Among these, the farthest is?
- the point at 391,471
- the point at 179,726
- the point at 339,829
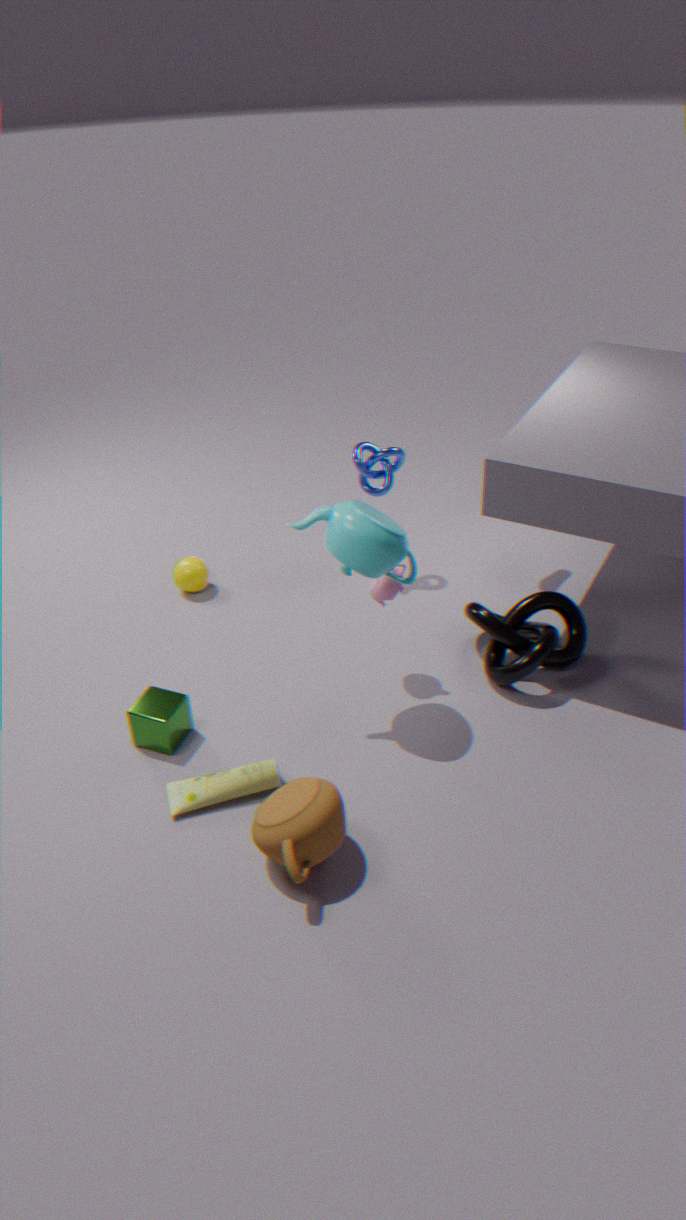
the point at 391,471
